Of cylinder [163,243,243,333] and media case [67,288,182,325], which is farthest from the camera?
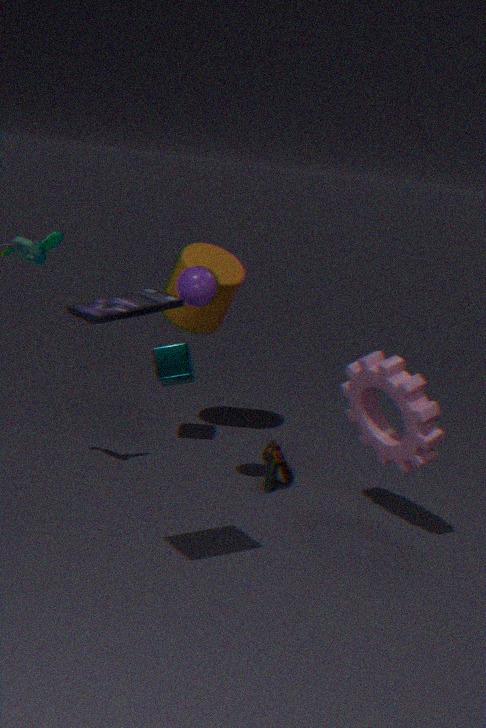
cylinder [163,243,243,333]
